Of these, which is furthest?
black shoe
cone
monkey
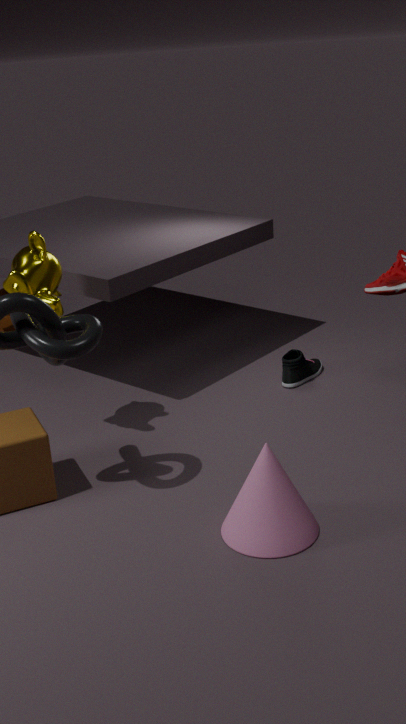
black shoe
